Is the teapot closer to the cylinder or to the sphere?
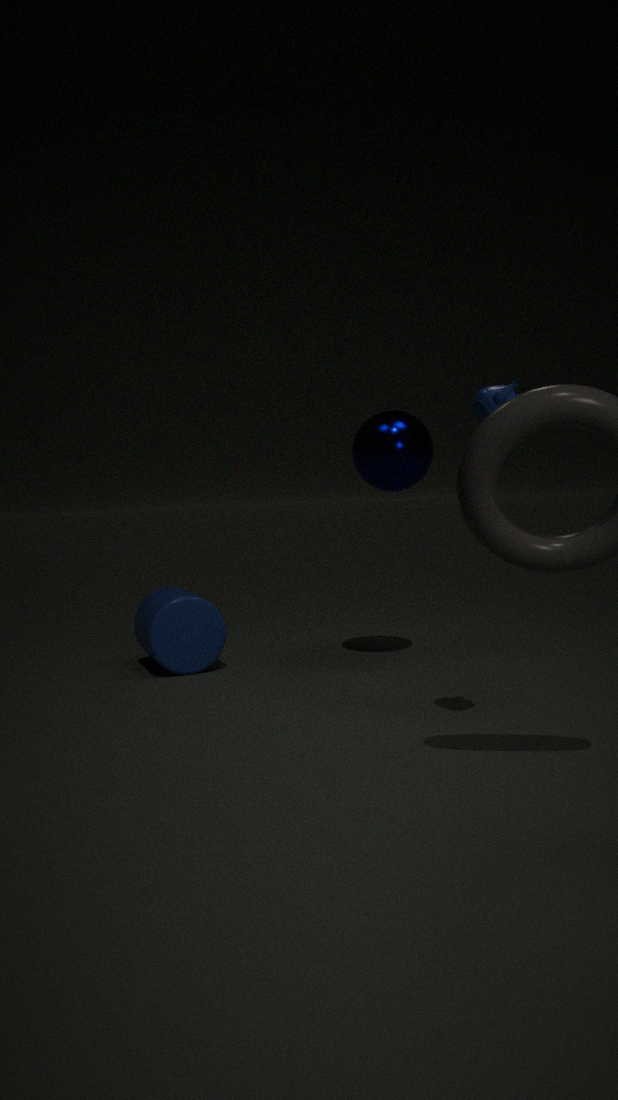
the sphere
